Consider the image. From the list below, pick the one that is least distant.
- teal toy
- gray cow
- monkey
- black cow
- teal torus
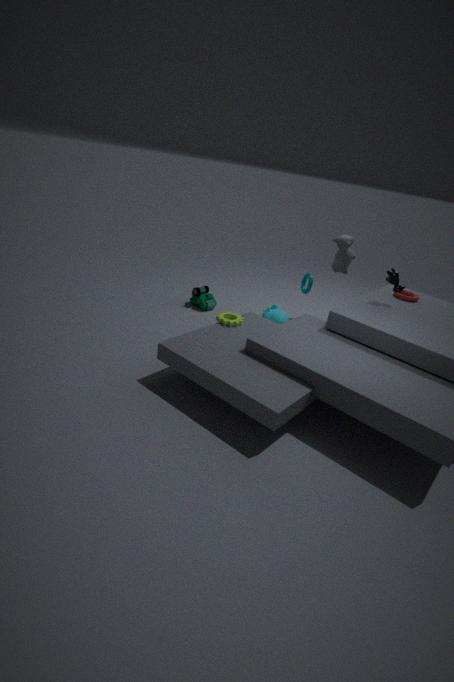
black cow
